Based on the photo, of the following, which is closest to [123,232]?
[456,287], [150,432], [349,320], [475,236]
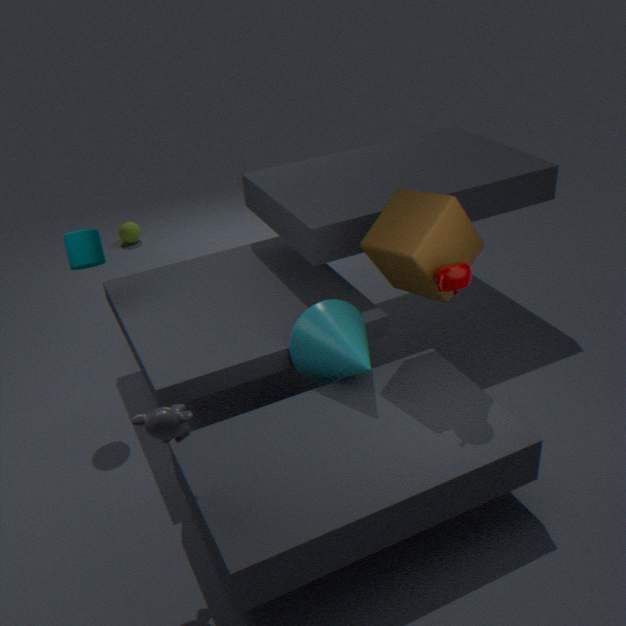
[349,320]
